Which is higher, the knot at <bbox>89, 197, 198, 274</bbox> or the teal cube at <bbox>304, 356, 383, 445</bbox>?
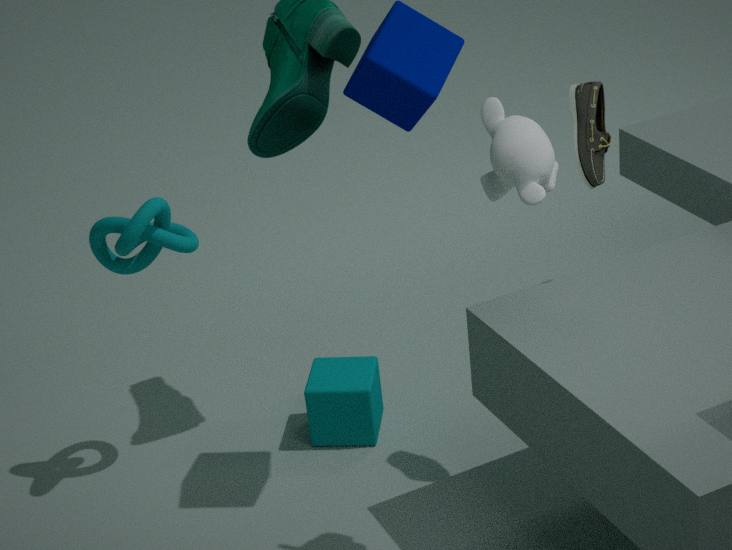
the knot at <bbox>89, 197, 198, 274</bbox>
